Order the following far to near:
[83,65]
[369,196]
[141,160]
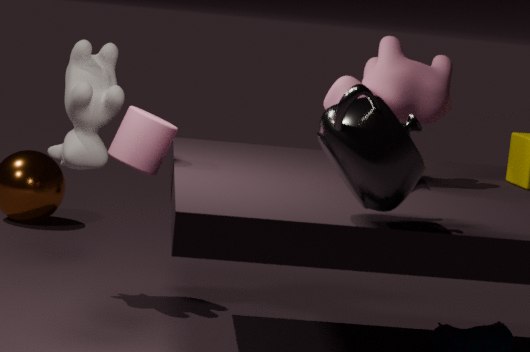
[83,65] < [141,160] < [369,196]
